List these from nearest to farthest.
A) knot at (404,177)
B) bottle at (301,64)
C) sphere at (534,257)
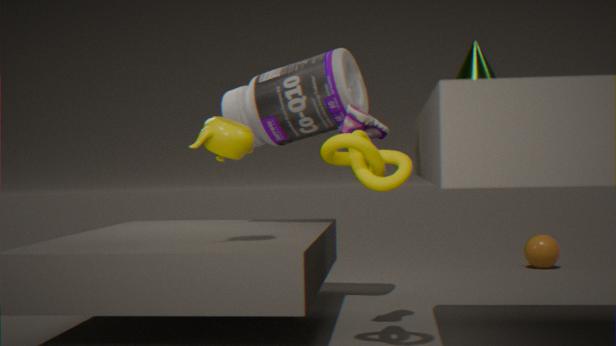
1. knot at (404,177)
2. bottle at (301,64)
3. sphere at (534,257)
